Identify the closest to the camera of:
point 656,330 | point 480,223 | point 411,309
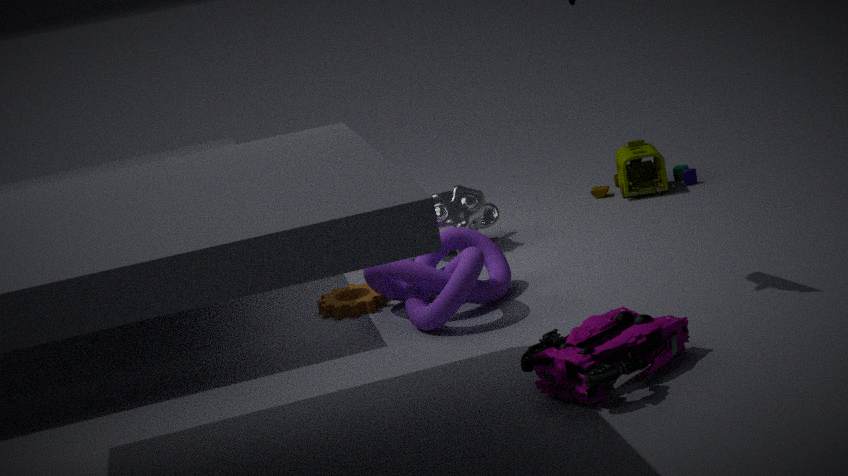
point 656,330
